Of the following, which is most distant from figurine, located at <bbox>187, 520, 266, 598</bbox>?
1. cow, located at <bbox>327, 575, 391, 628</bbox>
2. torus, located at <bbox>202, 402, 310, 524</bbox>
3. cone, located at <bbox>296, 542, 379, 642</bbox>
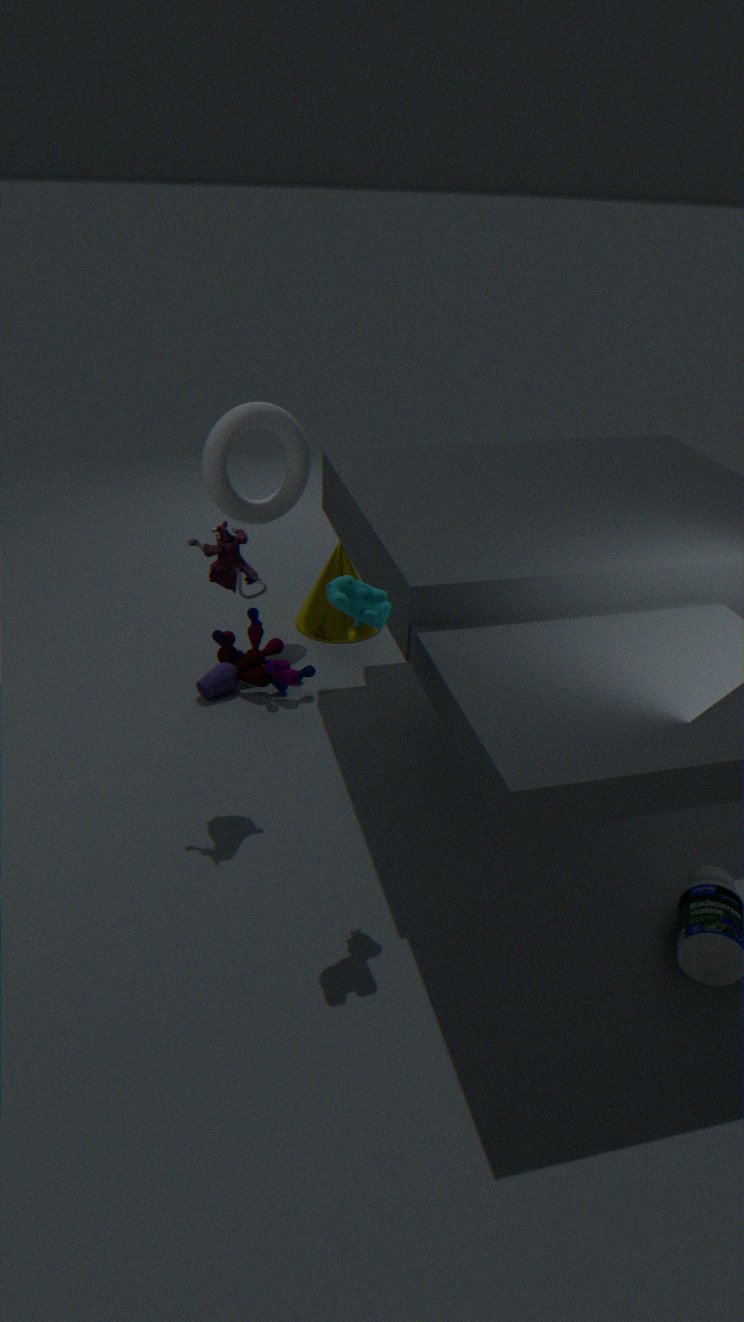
cone, located at <bbox>296, 542, 379, 642</bbox>
